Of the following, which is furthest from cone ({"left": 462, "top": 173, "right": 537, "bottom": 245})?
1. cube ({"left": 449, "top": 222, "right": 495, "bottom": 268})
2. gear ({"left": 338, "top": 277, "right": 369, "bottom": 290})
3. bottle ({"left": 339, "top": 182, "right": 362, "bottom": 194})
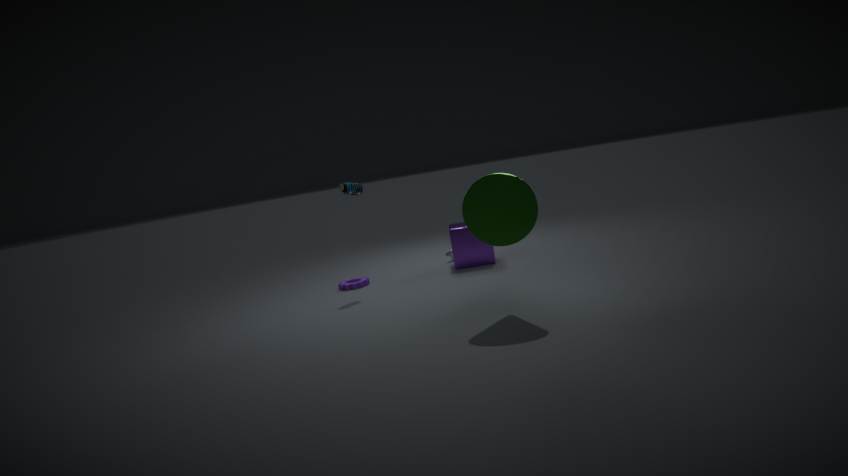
gear ({"left": 338, "top": 277, "right": 369, "bottom": 290})
